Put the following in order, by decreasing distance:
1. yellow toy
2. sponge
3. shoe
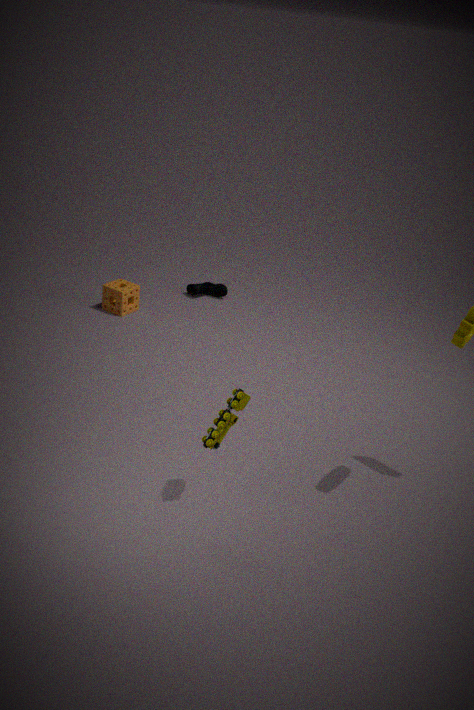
shoe
sponge
yellow toy
